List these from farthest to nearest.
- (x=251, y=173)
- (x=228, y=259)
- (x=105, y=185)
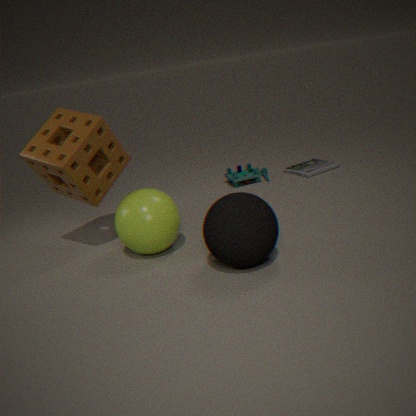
(x=251, y=173) → (x=105, y=185) → (x=228, y=259)
